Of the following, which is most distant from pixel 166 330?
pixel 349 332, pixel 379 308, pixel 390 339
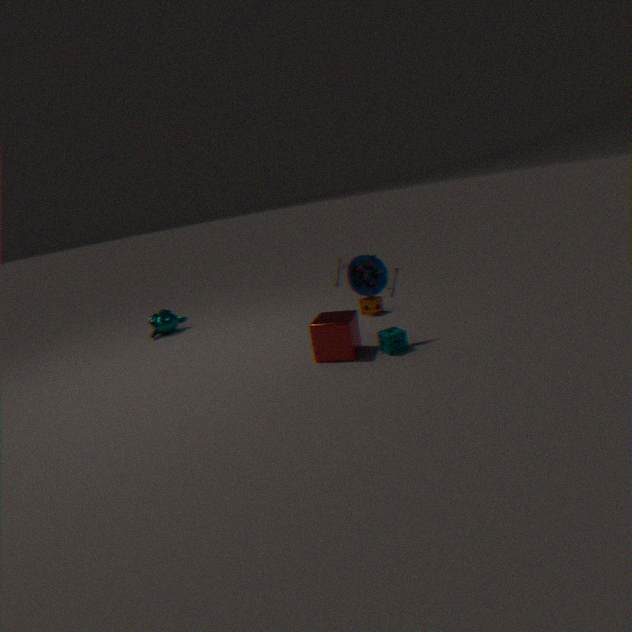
pixel 390 339
